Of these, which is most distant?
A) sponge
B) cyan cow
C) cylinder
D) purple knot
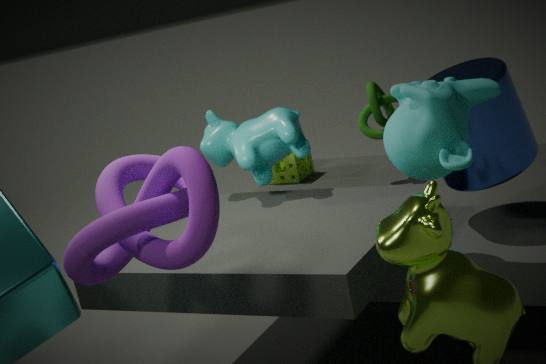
sponge
